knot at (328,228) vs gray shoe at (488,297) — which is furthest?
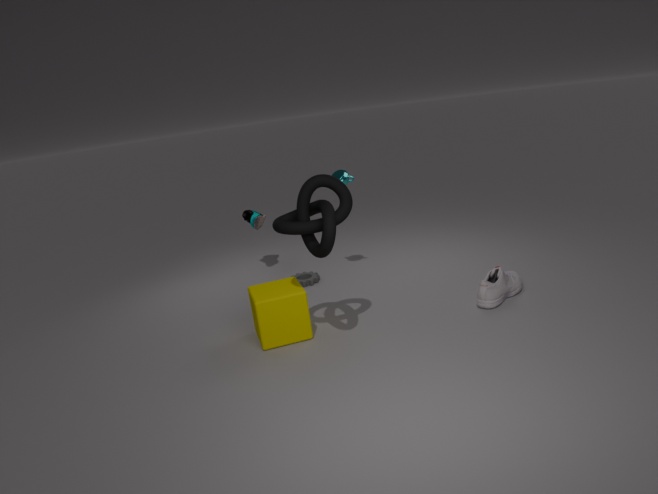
gray shoe at (488,297)
